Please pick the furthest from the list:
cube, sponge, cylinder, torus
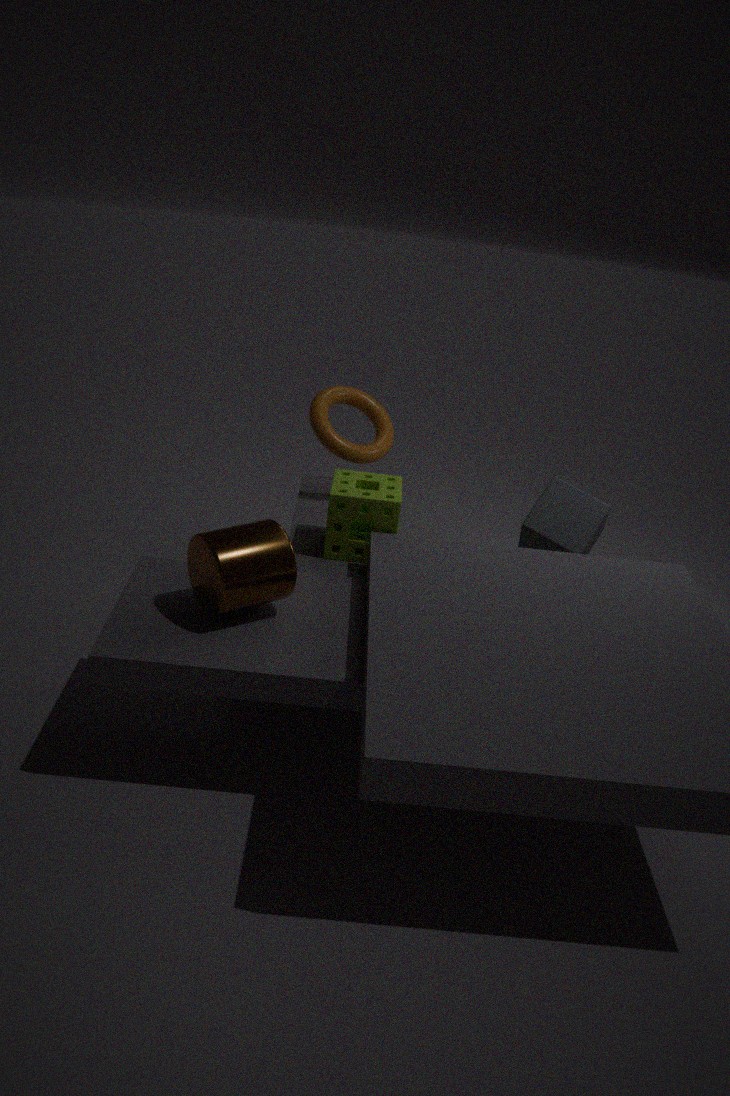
torus
